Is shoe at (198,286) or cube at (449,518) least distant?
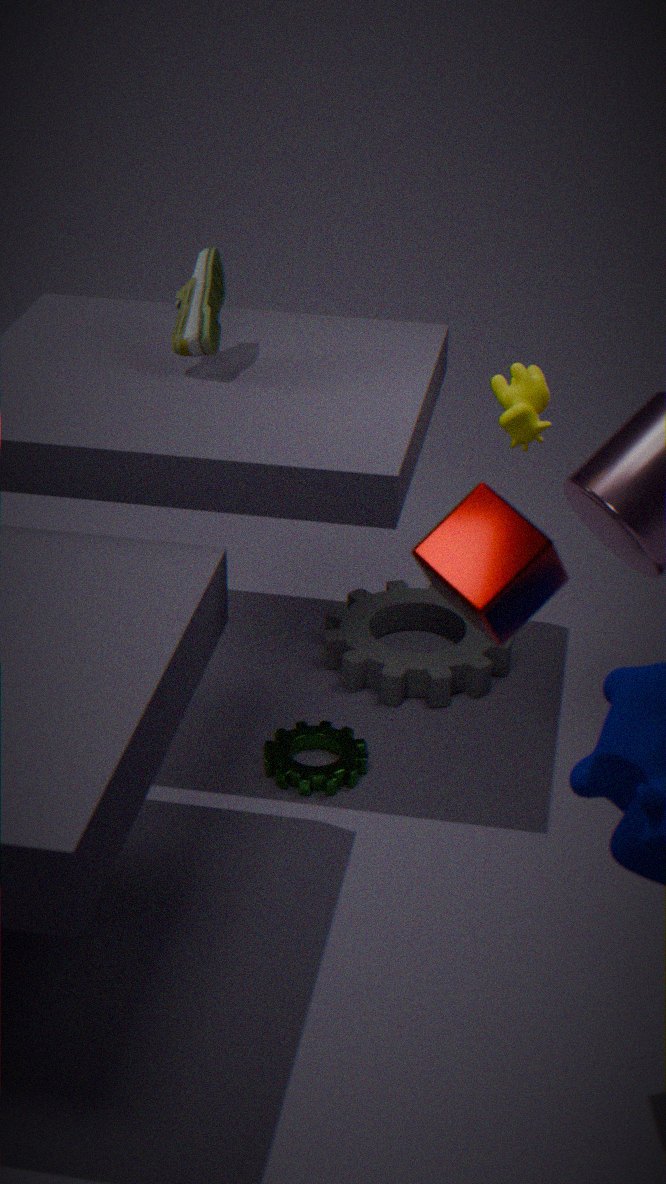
cube at (449,518)
